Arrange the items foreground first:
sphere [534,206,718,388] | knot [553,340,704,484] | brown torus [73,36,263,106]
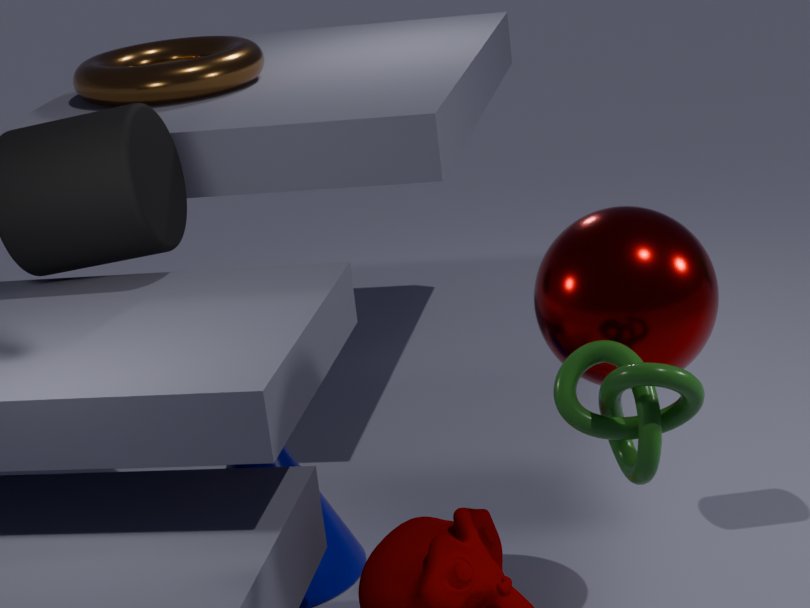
knot [553,340,704,484] → sphere [534,206,718,388] → brown torus [73,36,263,106]
